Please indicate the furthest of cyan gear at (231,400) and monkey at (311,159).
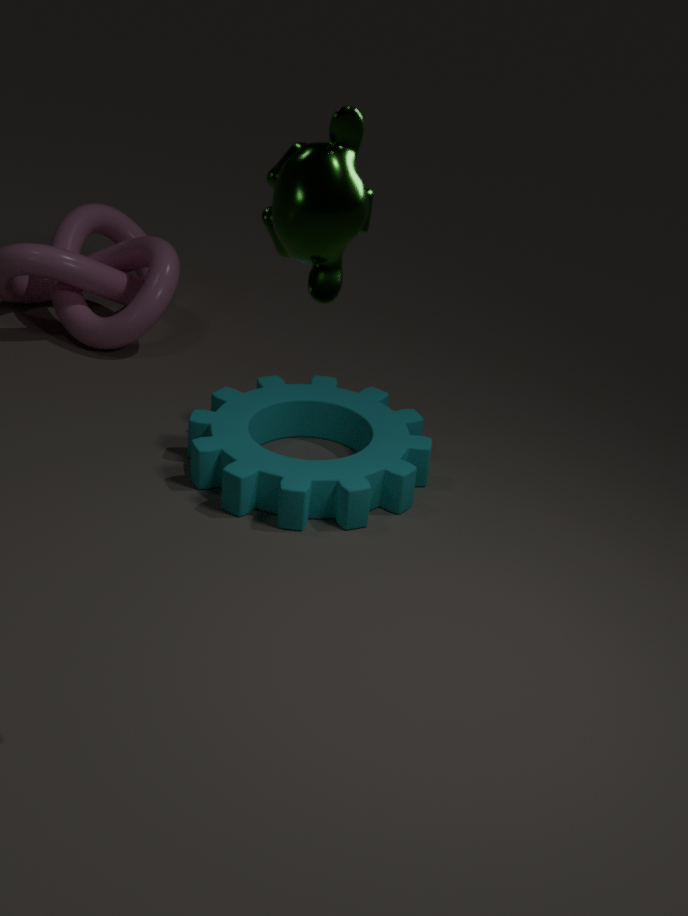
cyan gear at (231,400)
